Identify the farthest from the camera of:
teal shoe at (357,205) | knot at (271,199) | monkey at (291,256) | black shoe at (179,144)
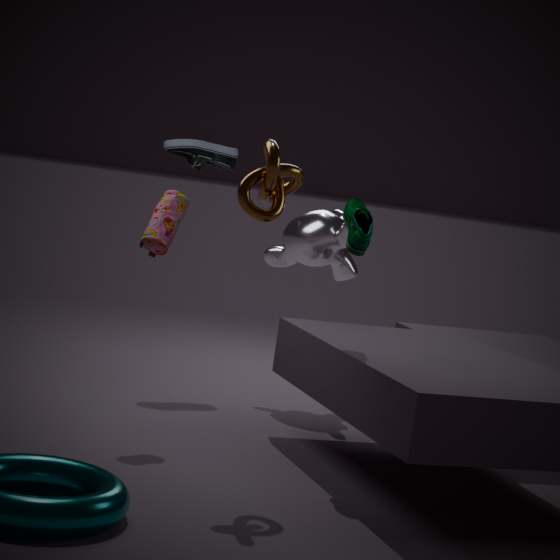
black shoe at (179,144)
